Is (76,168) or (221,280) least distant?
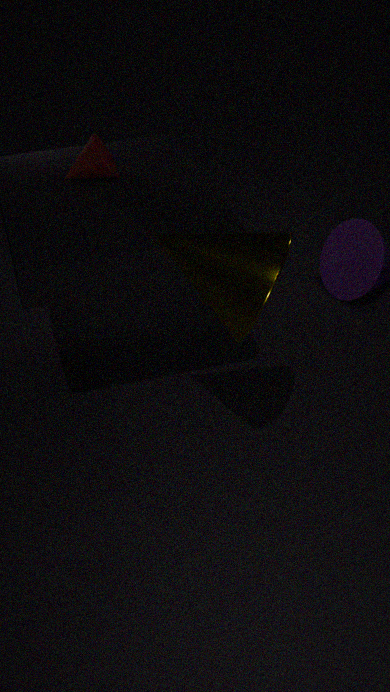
(221,280)
